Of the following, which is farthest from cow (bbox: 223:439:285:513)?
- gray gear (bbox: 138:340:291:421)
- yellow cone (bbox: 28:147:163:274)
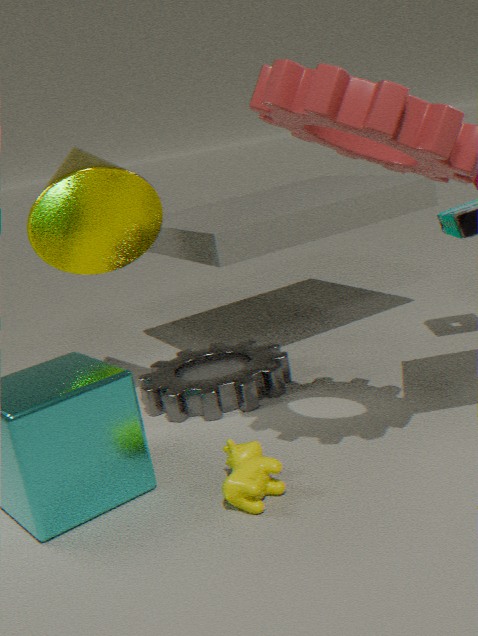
yellow cone (bbox: 28:147:163:274)
